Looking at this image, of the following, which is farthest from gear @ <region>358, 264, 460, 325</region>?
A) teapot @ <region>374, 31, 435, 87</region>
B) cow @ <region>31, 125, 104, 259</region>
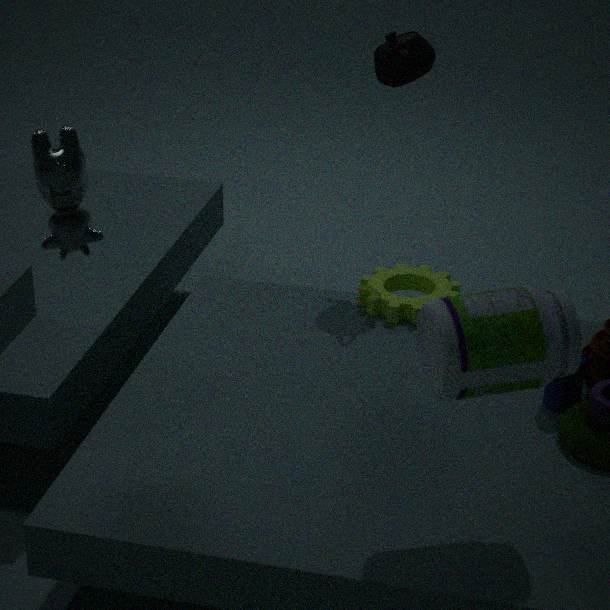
cow @ <region>31, 125, 104, 259</region>
